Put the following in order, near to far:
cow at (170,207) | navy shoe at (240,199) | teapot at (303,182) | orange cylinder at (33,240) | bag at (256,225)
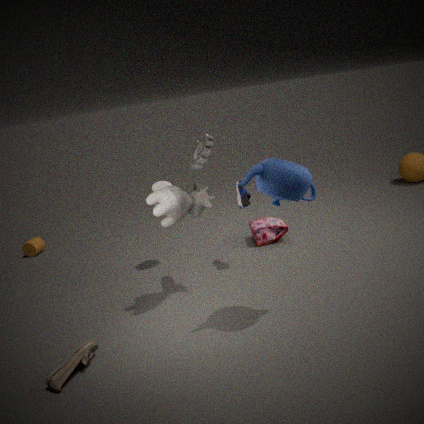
teapot at (303,182) < cow at (170,207) < navy shoe at (240,199) < bag at (256,225) < orange cylinder at (33,240)
